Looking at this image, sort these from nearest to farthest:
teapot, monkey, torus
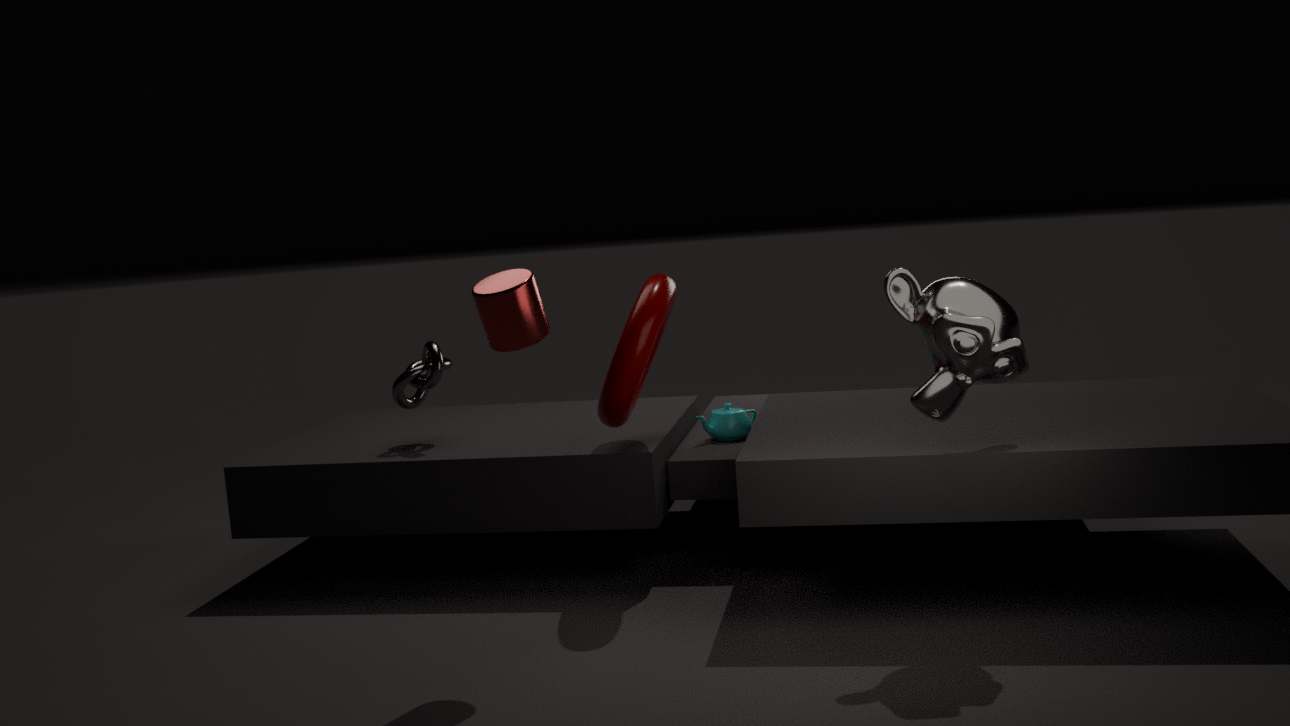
monkey < torus < teapot
